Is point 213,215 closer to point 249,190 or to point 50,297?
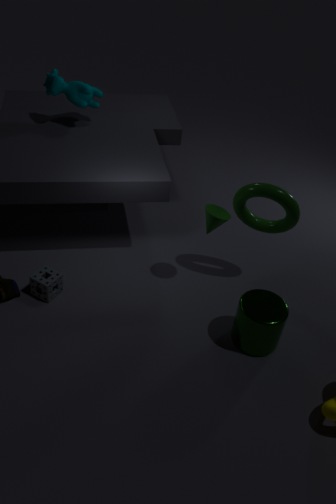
point 249,190
